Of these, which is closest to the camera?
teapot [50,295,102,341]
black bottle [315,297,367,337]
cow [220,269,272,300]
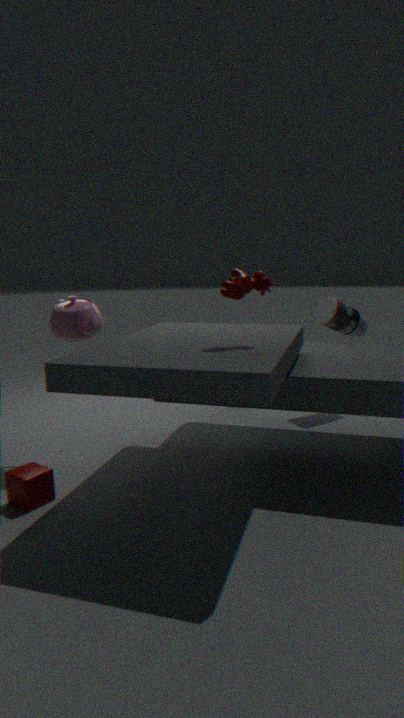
cow [220,269,272,300]
